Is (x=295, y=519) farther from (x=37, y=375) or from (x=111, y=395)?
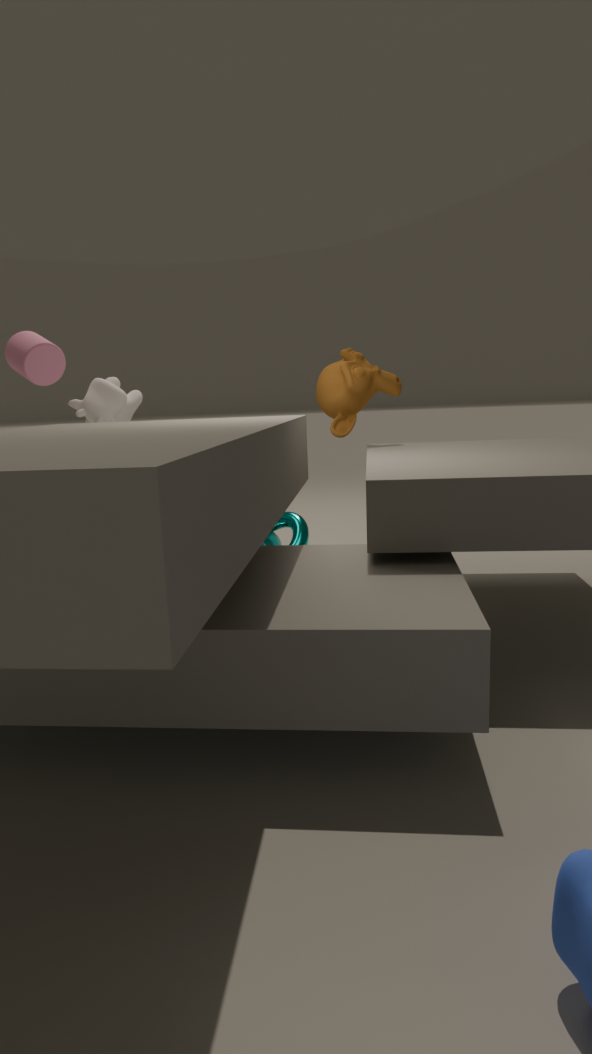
(x=37, y=375)
